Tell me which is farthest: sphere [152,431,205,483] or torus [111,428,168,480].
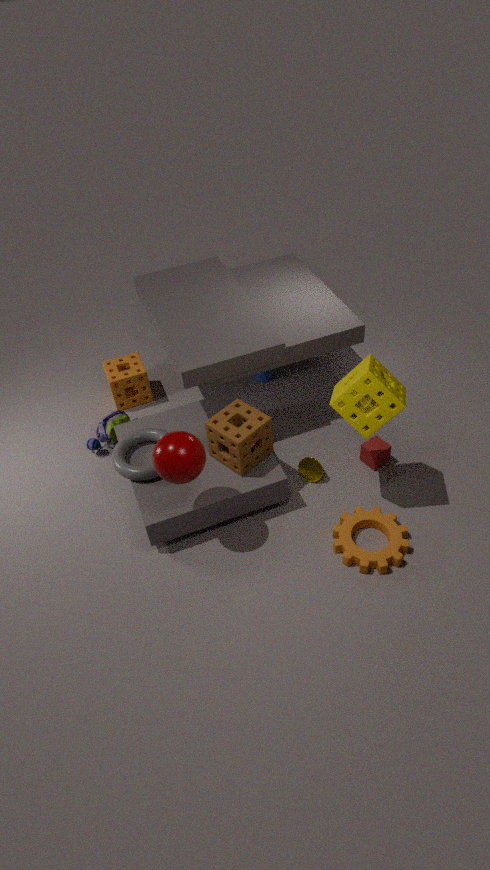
torus [111,428,168,480]
